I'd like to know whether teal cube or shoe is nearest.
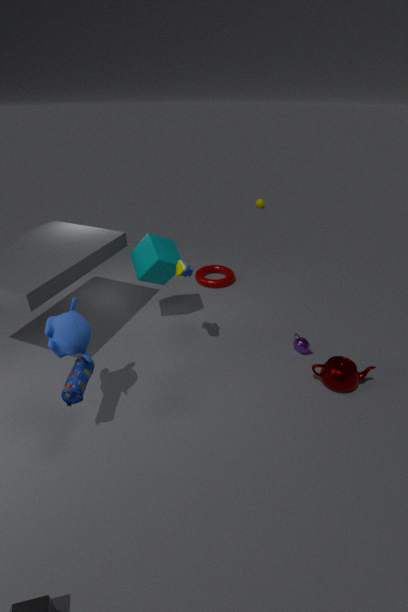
shoe
